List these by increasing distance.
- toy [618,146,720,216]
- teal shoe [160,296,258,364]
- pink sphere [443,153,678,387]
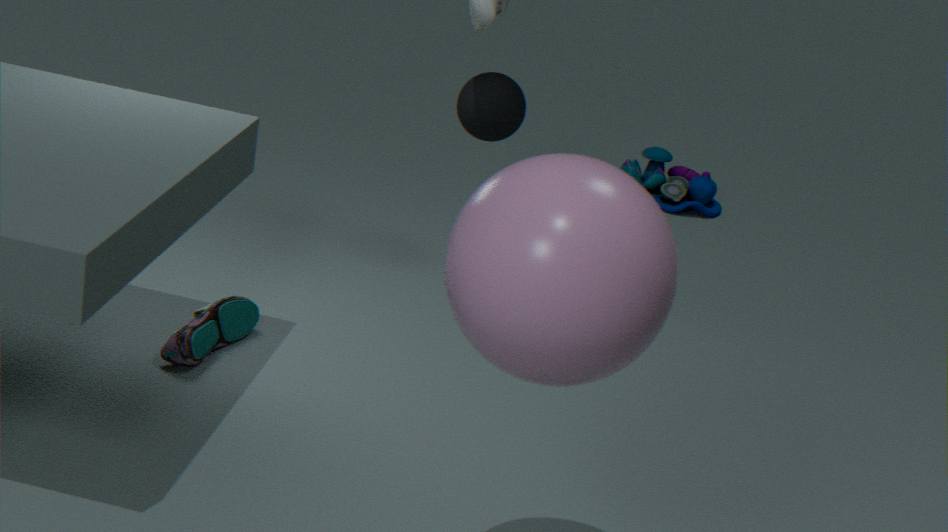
pink sphere [443,153,678,387] → teal shoe [160,296,258,364] → toy [618,146,720,216]
